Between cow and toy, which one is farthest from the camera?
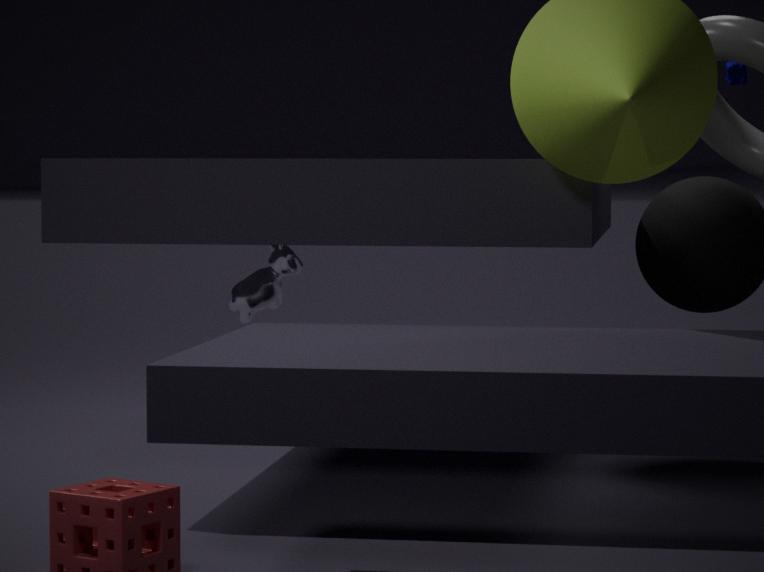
cow
